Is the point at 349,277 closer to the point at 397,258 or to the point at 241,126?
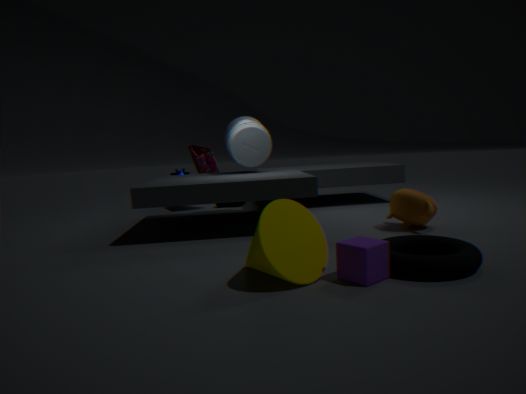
the point at 397,258
